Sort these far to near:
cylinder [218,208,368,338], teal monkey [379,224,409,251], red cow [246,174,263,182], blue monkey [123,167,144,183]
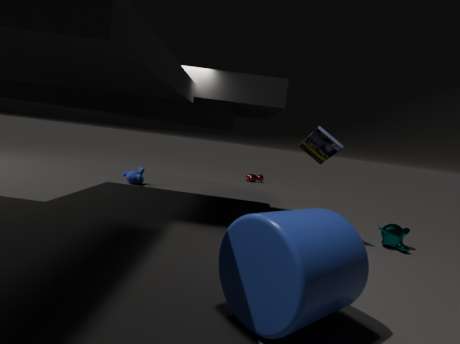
red cow [246,174,263,182]
blue monkey [123,167,144,183]
teal monkey [379,224,409,251]
cylinder [218,208,368,338]
